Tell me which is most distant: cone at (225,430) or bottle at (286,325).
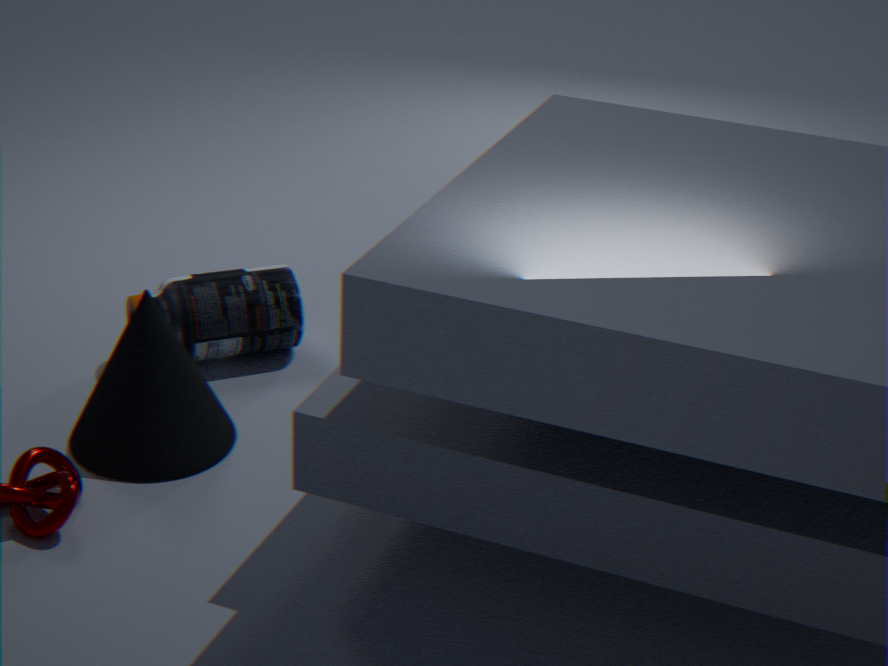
bottle at (286,325)
